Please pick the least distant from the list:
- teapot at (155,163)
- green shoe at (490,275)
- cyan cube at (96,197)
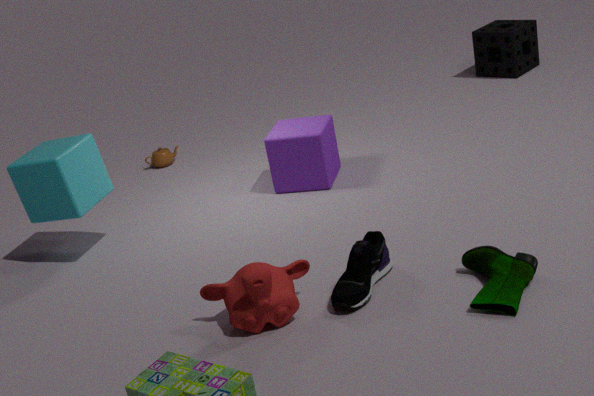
green shoe at (490,275)
